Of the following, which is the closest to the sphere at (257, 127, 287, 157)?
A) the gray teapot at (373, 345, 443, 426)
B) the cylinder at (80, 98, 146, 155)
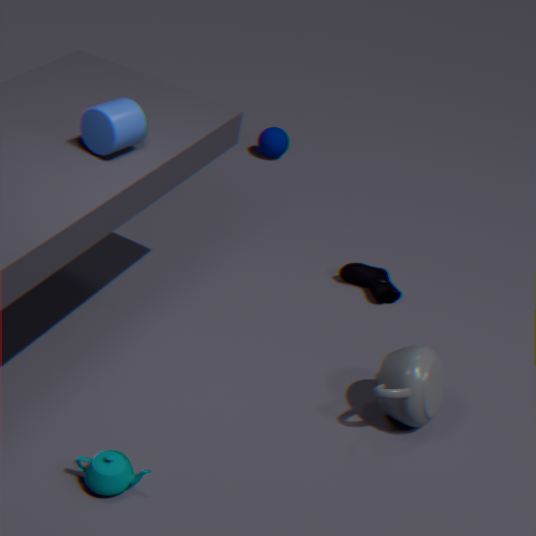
the gray teapot at (373, 345, 443, 426)
